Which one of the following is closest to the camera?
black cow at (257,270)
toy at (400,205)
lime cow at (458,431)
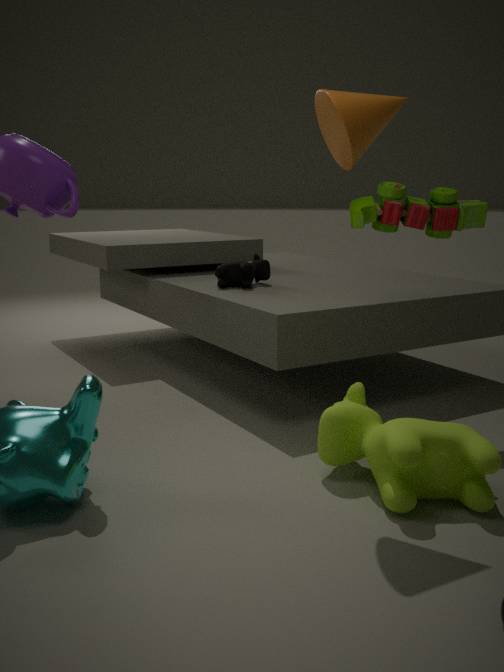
lime cow at (458,431)
